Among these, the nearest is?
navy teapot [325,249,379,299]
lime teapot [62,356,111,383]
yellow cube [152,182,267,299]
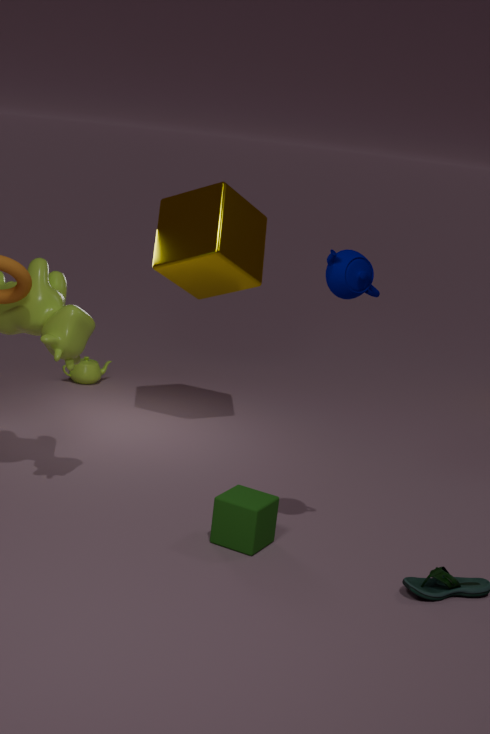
navy teapot [325,249,379,299]
